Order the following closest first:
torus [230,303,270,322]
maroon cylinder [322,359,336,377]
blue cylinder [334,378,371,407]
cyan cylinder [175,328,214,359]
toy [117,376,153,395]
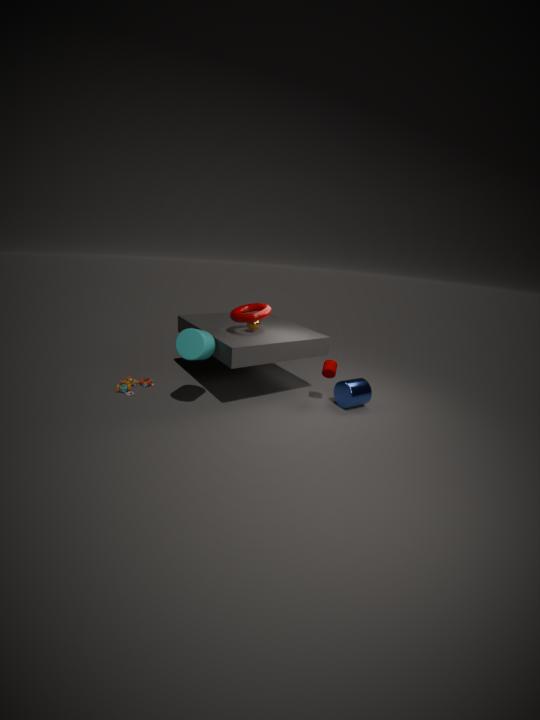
cyan cylinder [175,328,214,359]
torus [230,303,270,322]
blue cylinder [334,378,371,407]
maroon cylinder [322,359,336,377]
toy [117,376,153,395]
